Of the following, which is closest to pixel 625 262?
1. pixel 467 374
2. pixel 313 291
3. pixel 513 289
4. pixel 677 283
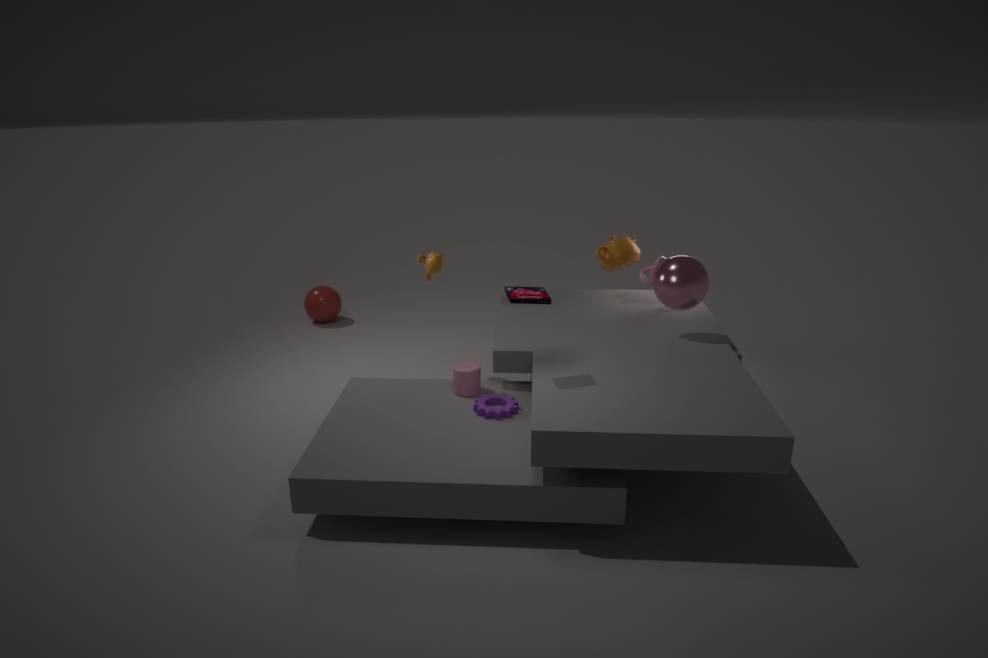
pixel 677 283
